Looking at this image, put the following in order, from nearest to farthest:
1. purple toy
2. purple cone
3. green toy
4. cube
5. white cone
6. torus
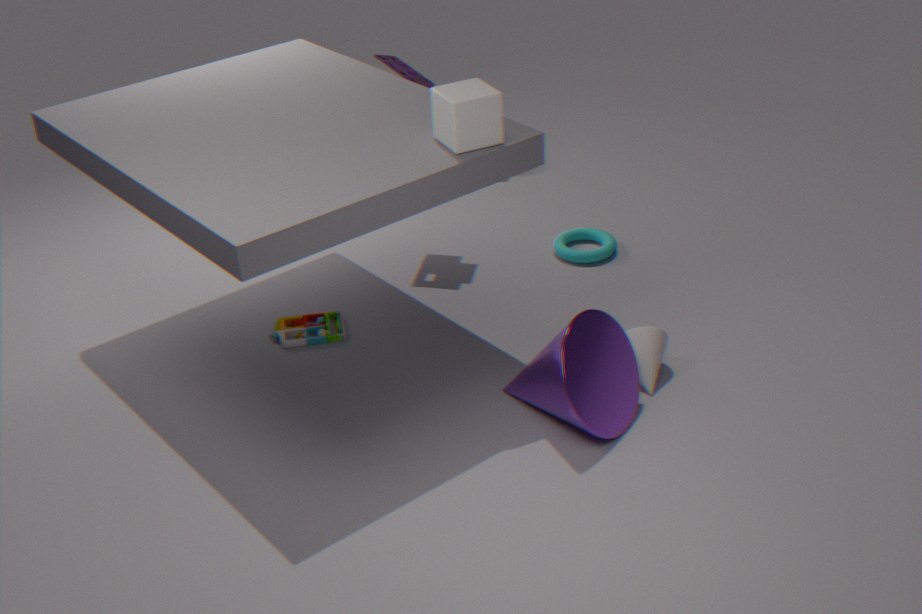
purple cone
cube
white cone
green toy
purple toy
torus
